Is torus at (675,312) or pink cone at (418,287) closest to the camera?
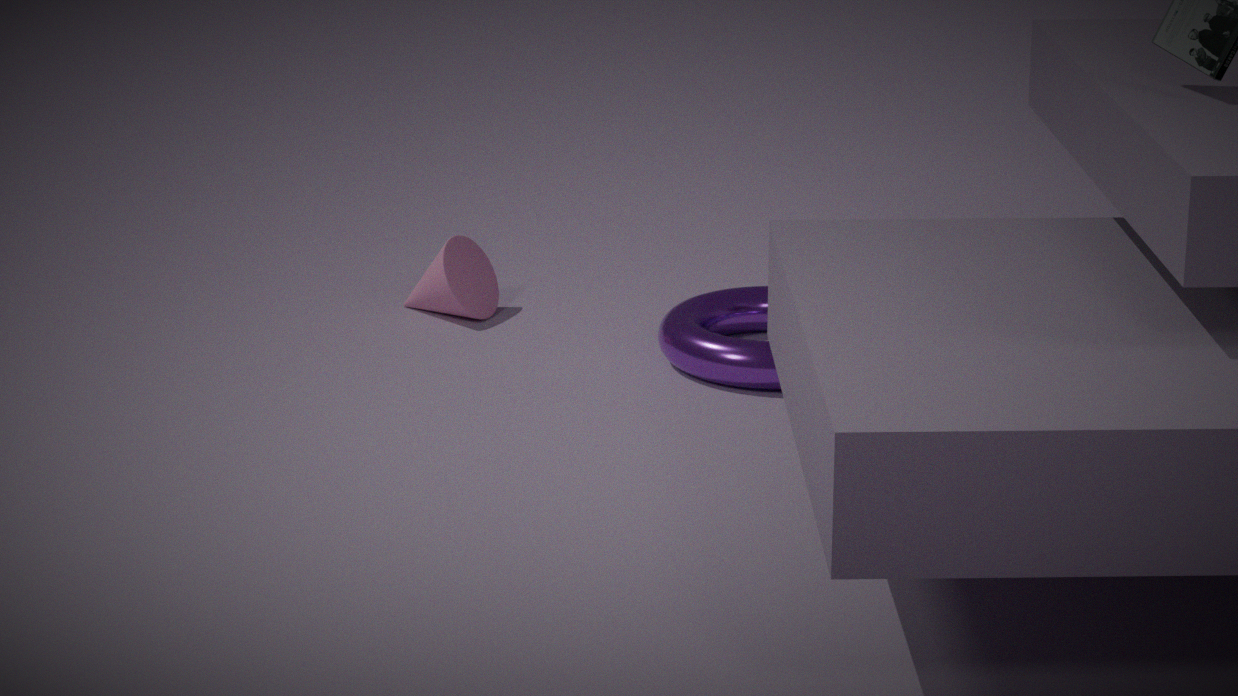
torus at (675,312)
